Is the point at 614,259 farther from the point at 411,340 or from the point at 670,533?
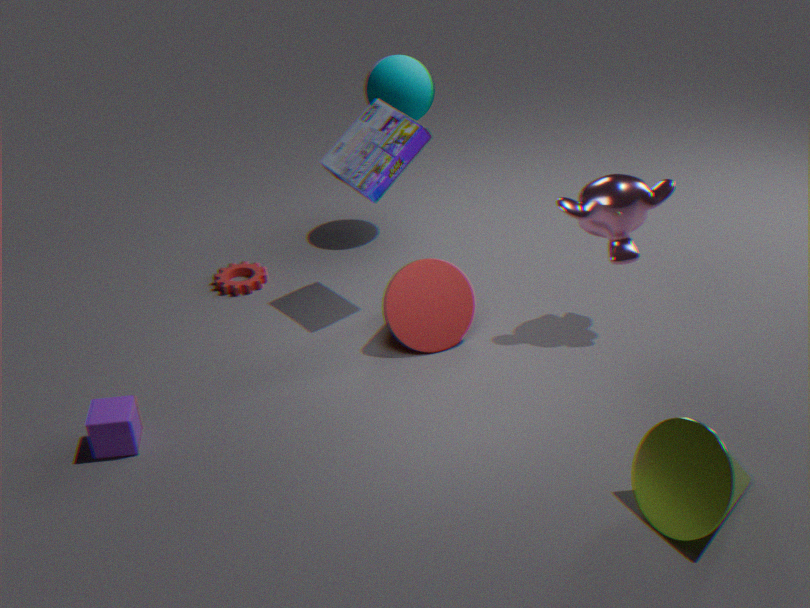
the point at 670,533
